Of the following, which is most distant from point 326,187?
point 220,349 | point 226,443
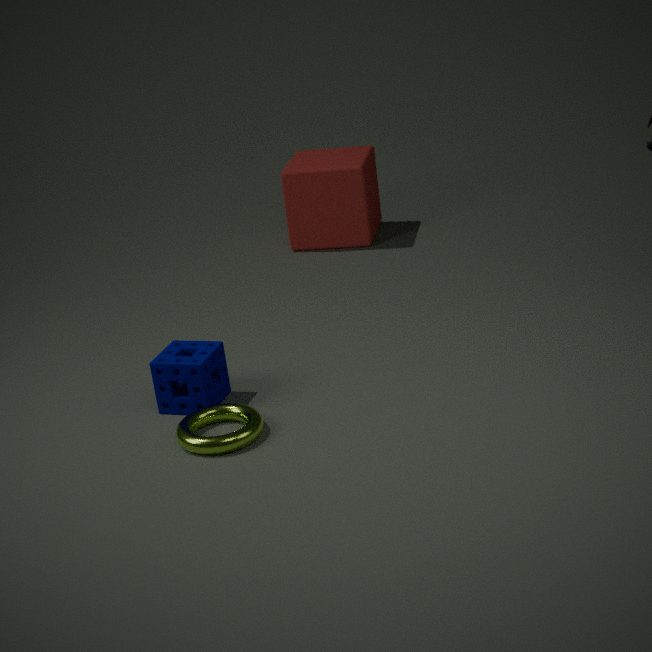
point 226,443
